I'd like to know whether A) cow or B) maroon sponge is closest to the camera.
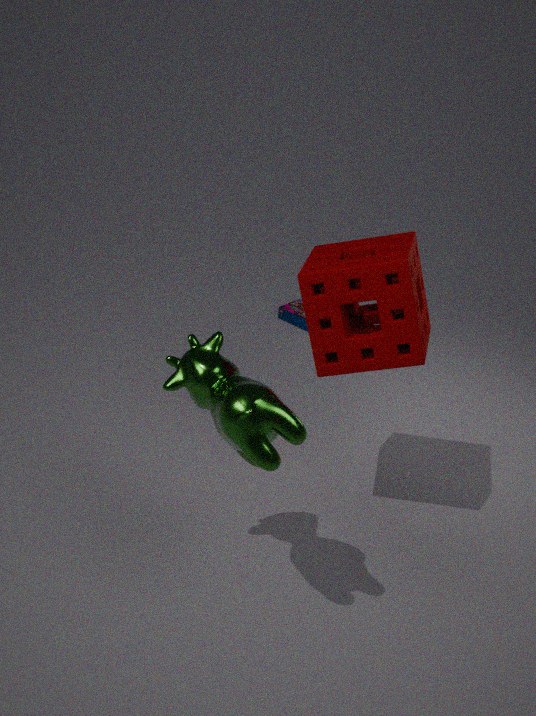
A. cow
